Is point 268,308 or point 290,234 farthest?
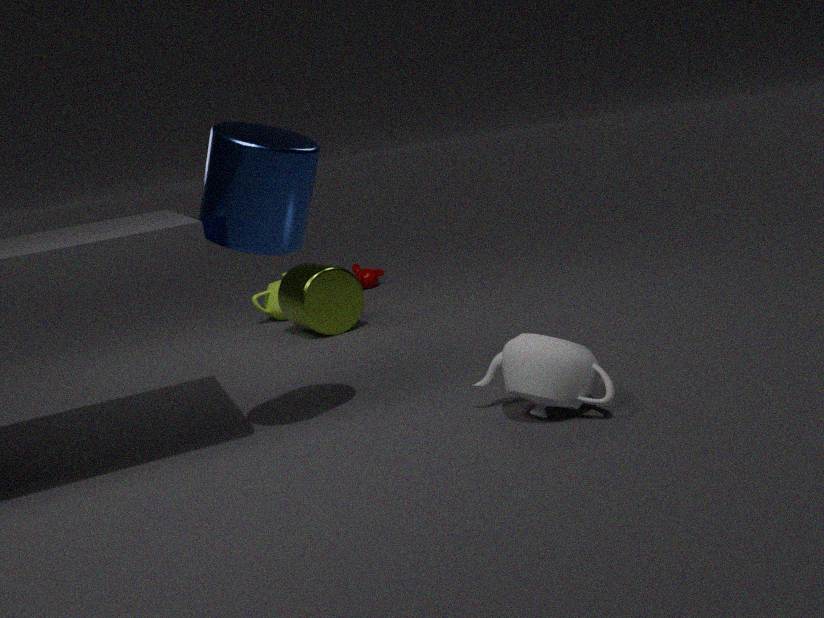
point 268,308
